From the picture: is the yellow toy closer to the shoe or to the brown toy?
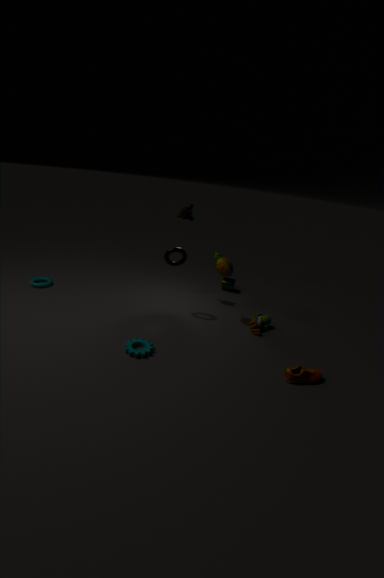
the brown toy
